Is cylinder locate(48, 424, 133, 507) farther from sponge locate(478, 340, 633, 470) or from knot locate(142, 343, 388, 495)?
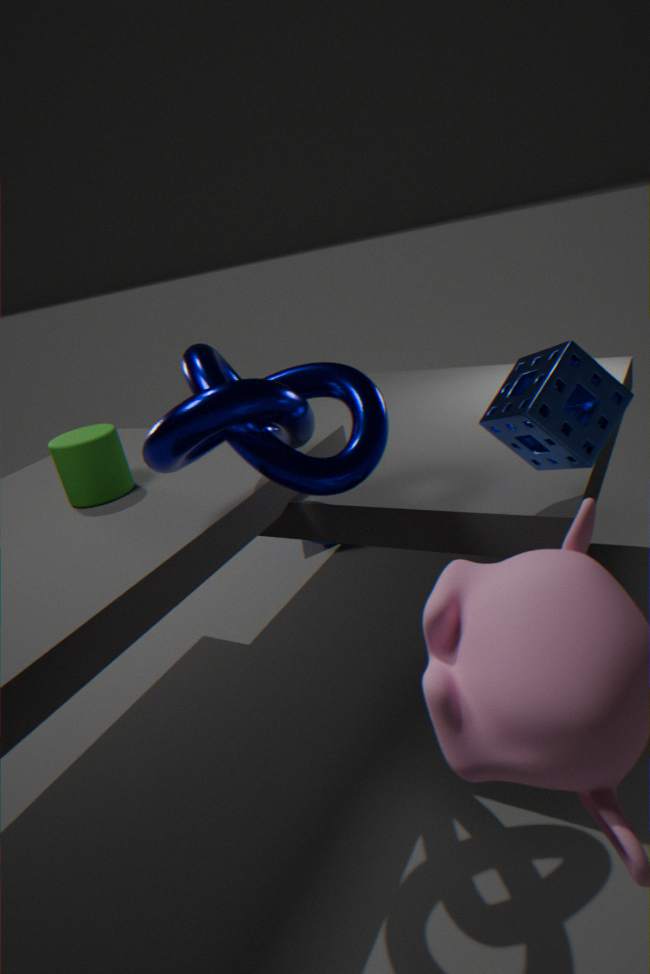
sponge locate(478, 340, 633, 470)
